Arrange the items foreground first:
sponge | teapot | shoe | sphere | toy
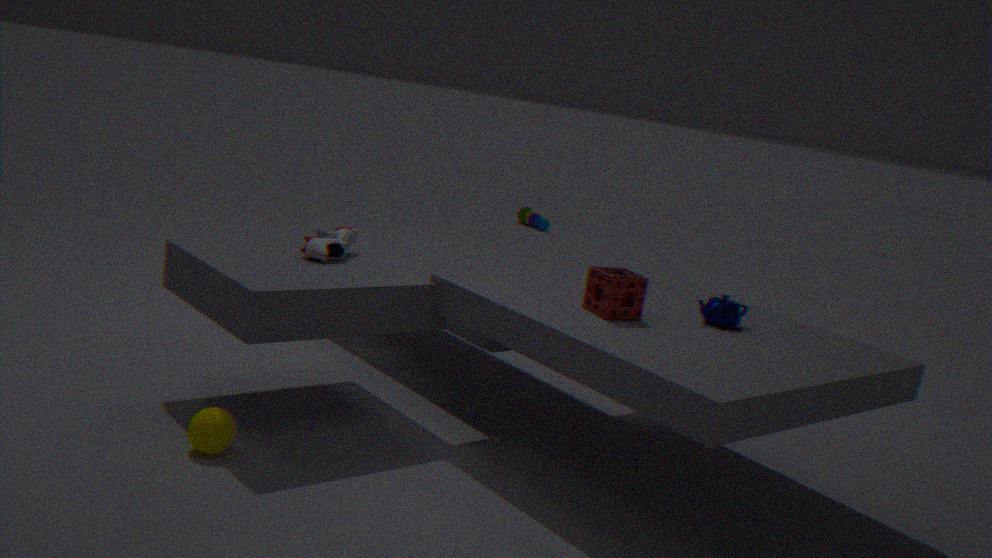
sphere
sponge
teapot
shoe
toy
